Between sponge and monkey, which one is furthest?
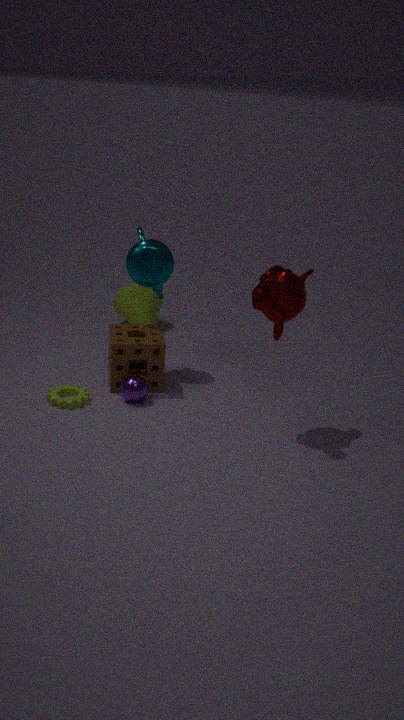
sponge
